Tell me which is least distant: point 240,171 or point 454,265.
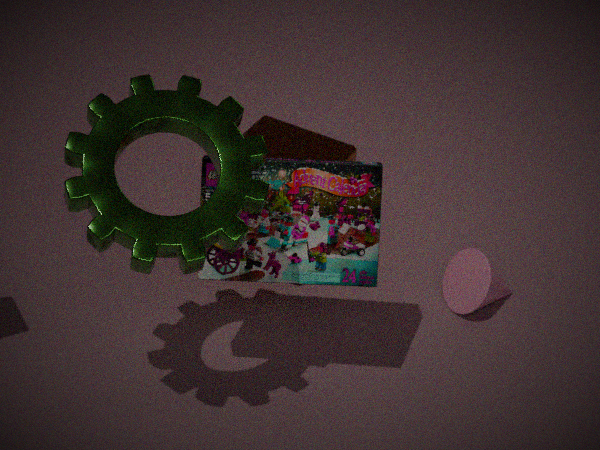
point 240,171
